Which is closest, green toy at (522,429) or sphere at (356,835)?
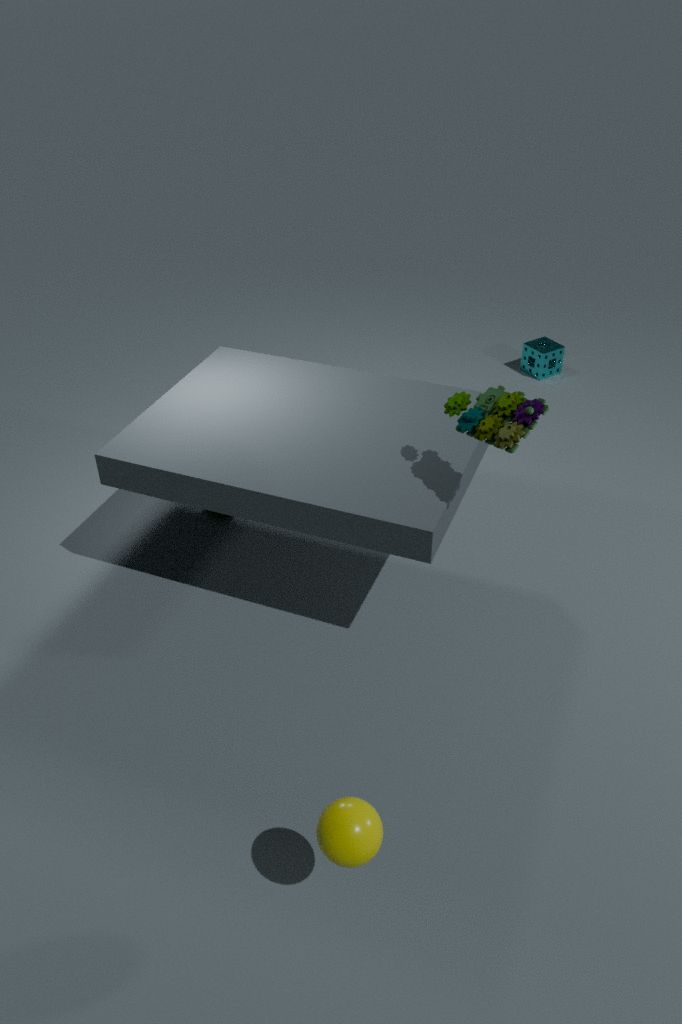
sphere at (356,835)
